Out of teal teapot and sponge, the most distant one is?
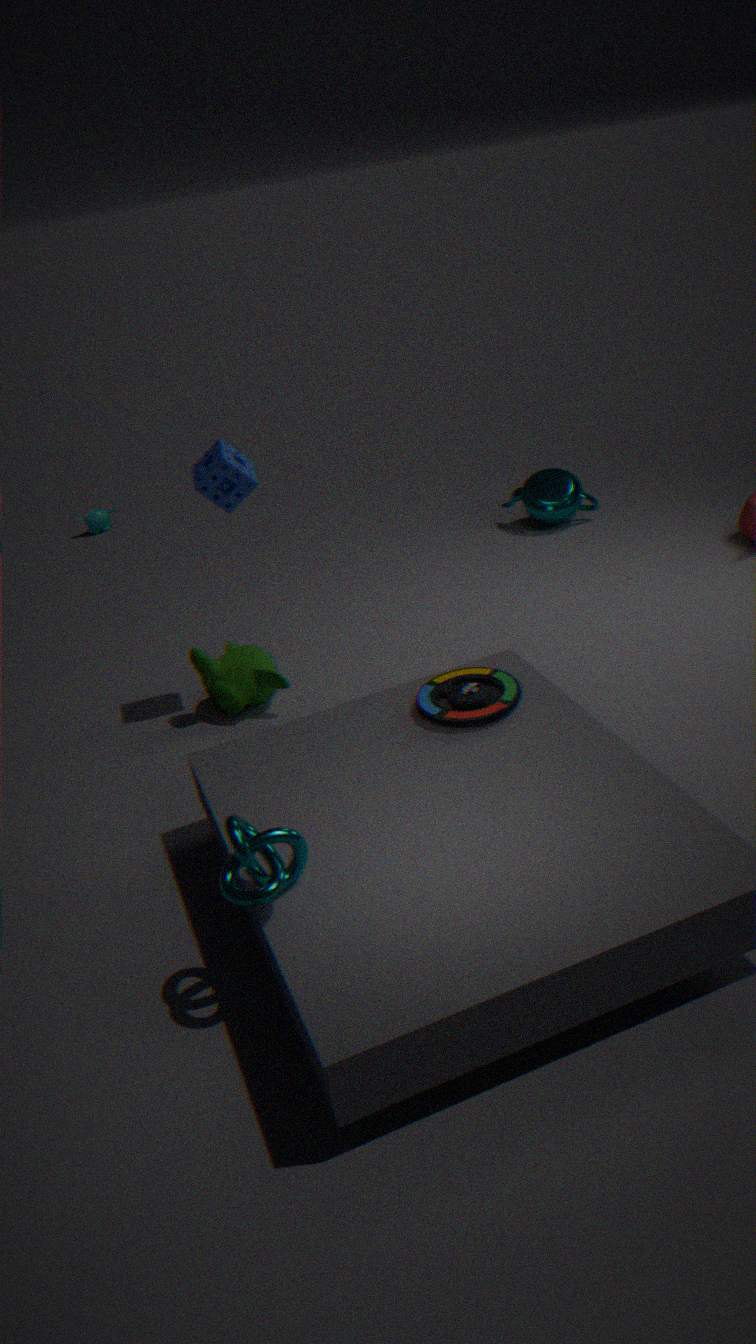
teal teapot
